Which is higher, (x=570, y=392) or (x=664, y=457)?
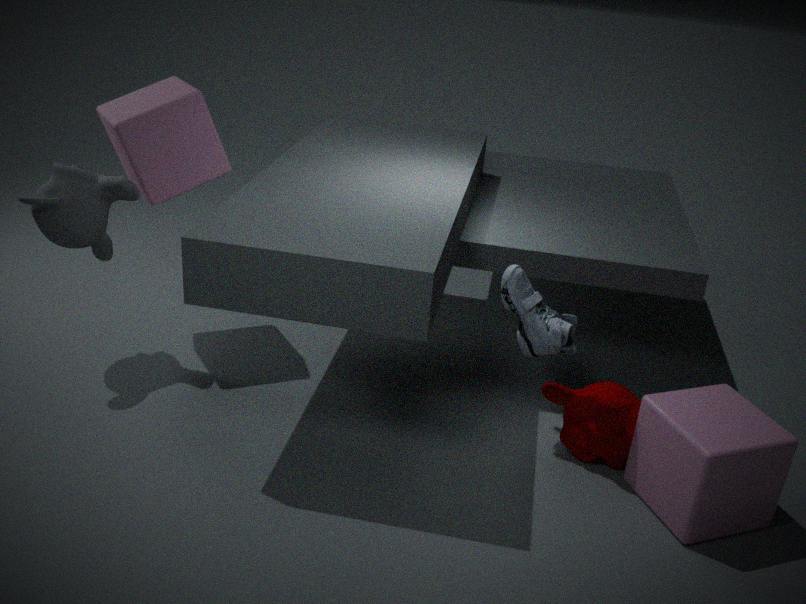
(x=664, y=457)
